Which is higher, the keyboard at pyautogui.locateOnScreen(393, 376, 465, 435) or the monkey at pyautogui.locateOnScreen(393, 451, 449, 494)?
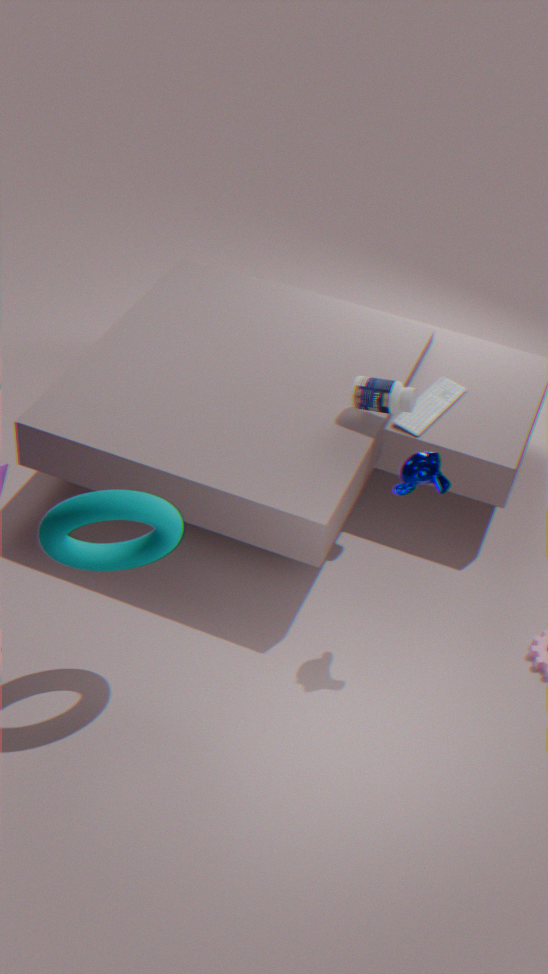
the monkey at pyautogui.locateOnScreen(393, 451, 449, 494)
